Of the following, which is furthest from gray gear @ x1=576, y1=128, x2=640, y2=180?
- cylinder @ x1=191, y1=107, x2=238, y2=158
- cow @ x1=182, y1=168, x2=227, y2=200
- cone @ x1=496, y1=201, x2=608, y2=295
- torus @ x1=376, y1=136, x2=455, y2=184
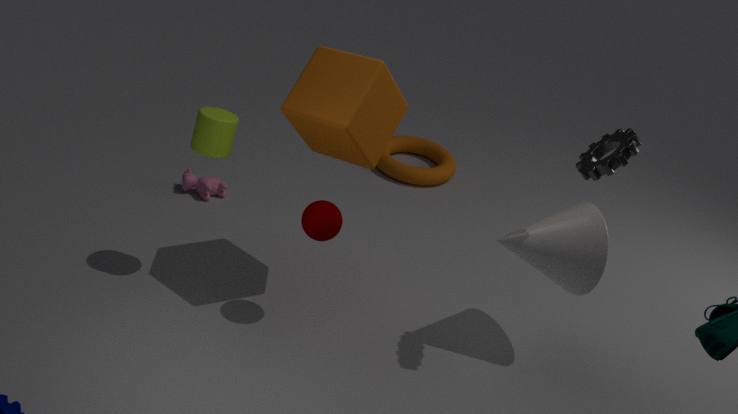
cow @ x1=182, y1=168, x2=227, y2=200
